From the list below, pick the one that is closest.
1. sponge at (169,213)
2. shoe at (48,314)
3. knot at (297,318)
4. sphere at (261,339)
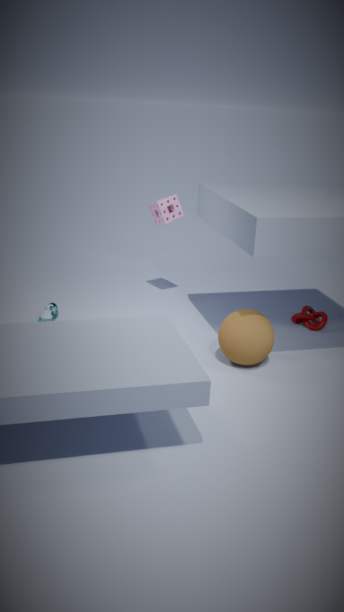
sphere at (261,339)
